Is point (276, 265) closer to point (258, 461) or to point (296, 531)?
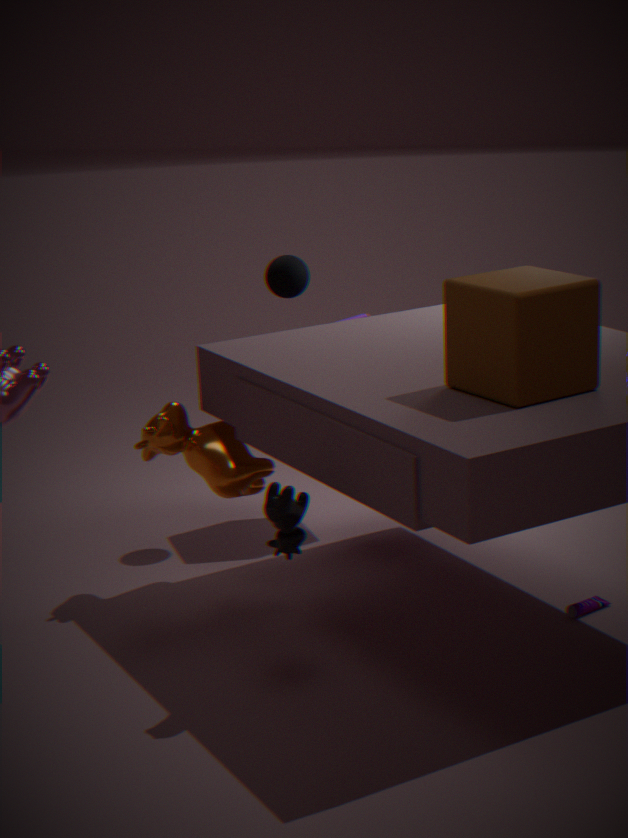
point (258, 461)
